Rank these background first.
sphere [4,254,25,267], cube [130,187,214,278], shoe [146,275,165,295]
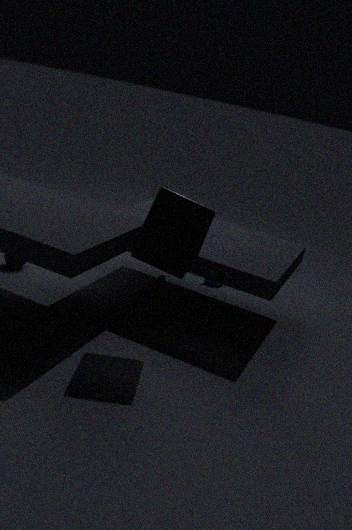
1. shoe [146,275,165,295]
2. sphere [4,254,25,267]
3. cube [130,187,214,278]
